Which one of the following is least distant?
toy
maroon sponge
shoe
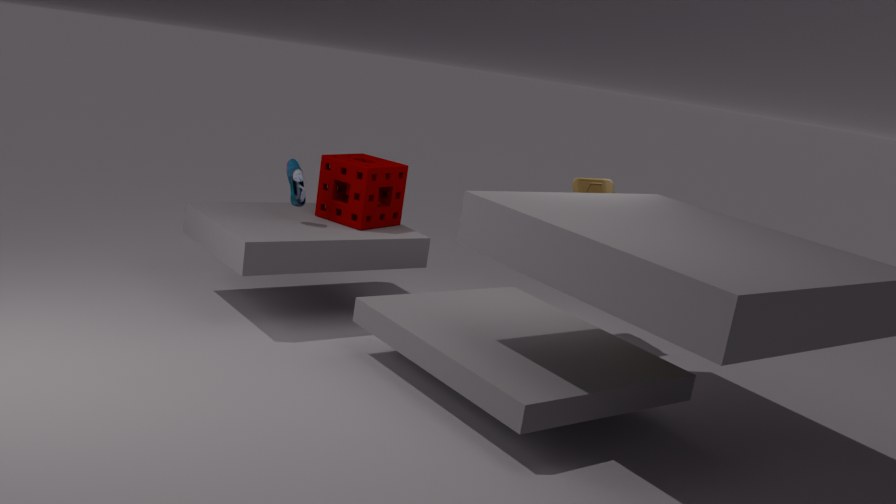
shoe
